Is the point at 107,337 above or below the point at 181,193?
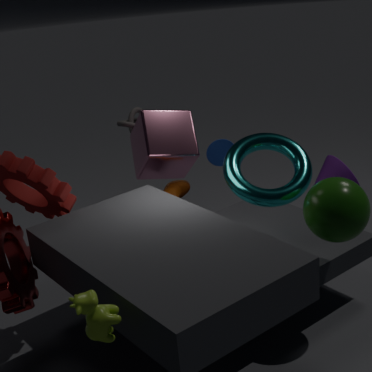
above
